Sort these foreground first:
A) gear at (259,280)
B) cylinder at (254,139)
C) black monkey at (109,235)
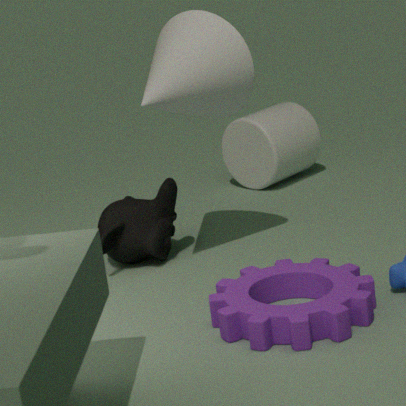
gear at (259,280) < black monkey at (109,235) < cylinder at (254,139)
